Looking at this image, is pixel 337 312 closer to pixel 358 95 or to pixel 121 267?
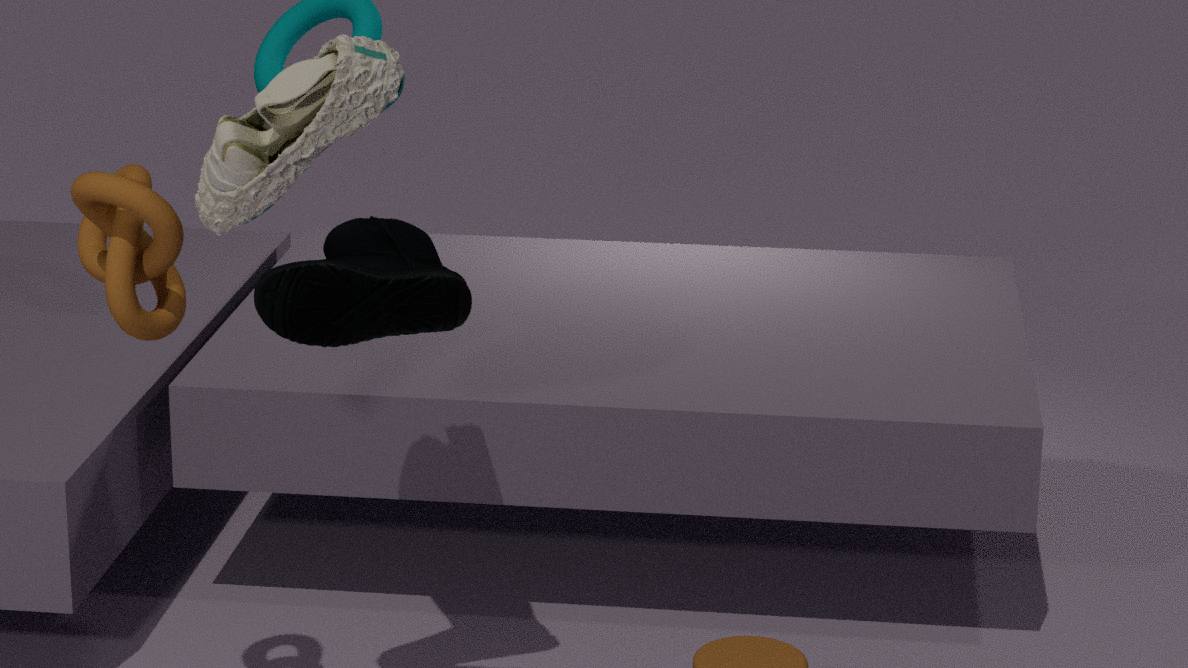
Answer: pixel 121 267
